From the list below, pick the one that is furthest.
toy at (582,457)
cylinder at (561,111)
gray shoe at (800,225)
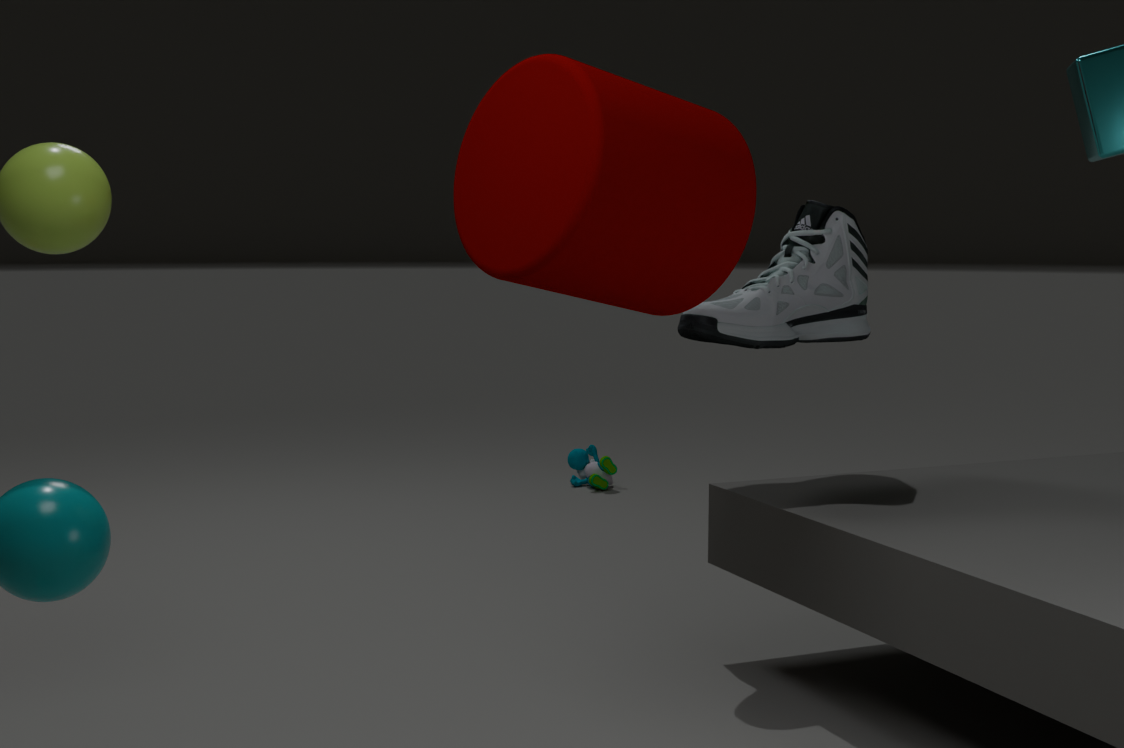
→ toy at (582,457)
